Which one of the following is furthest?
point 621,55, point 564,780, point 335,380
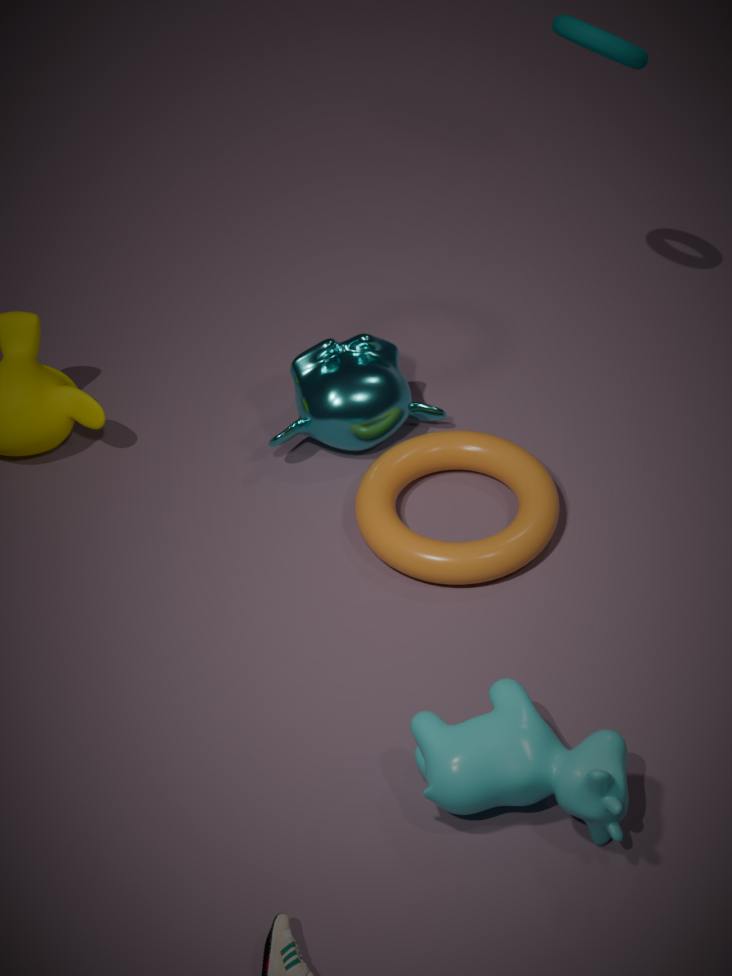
point 335,380
